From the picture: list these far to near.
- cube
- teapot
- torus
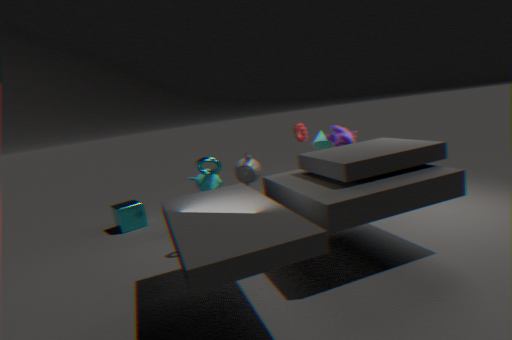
cube < teapot < torus
